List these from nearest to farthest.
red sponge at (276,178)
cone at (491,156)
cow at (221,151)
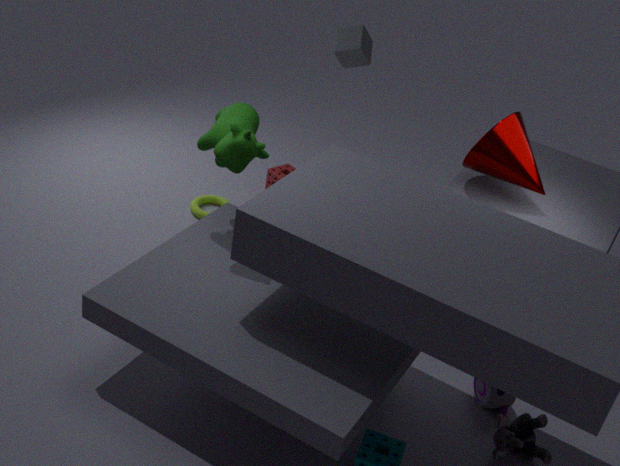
1. cow at (221,151)
2. cone at (491,156)
3. red sponge at (276,178)
